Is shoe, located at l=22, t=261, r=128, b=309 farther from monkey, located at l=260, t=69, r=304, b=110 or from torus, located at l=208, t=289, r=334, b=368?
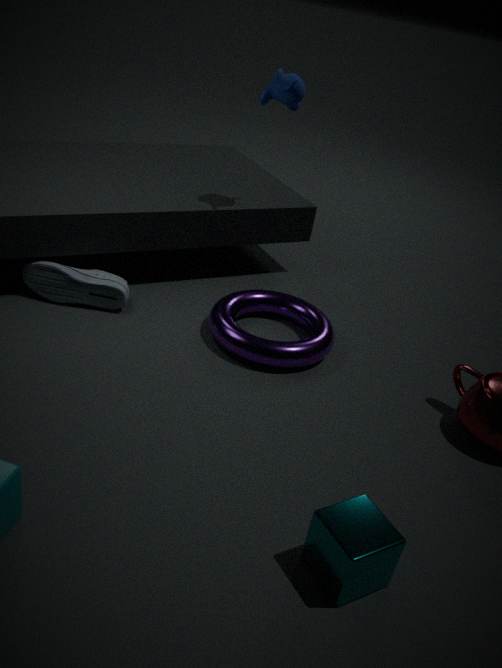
monkey, located at l=260, t=69, r=304, b=110
